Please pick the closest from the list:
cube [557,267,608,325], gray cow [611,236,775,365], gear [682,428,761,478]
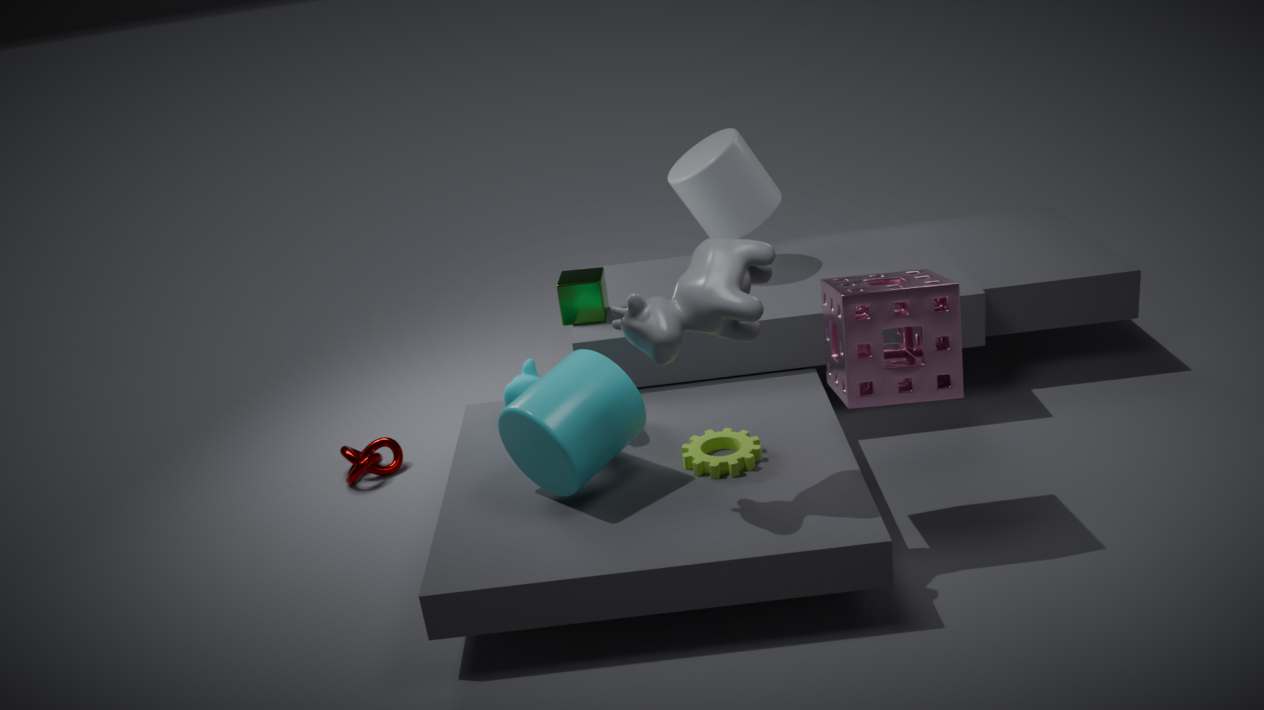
gray cow [611,236,775,365]
